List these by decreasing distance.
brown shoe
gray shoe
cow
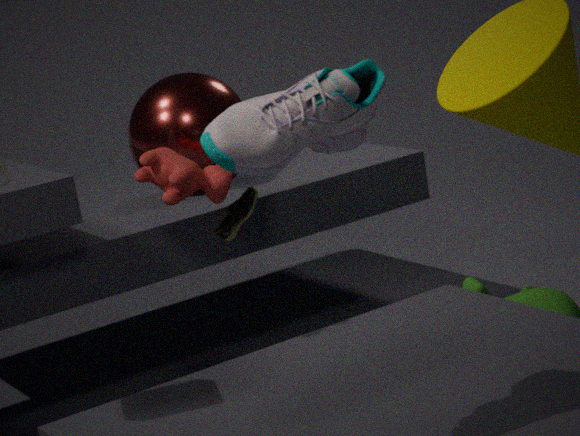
brown shoe, cow, gray shoe
